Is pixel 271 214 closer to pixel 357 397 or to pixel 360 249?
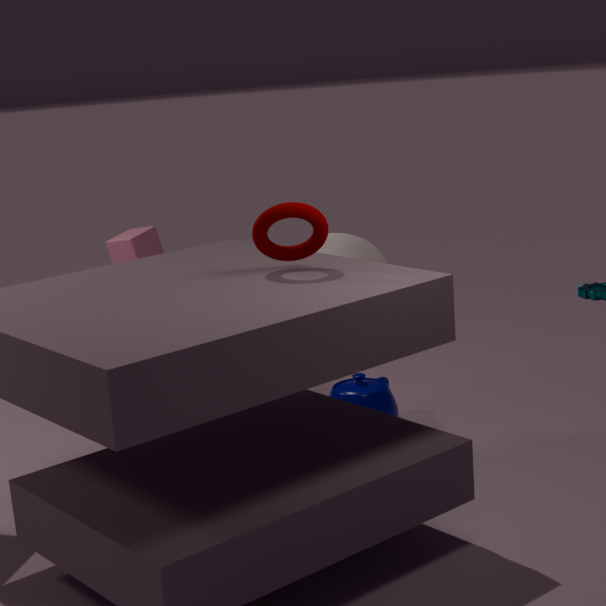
pixel 360 249
